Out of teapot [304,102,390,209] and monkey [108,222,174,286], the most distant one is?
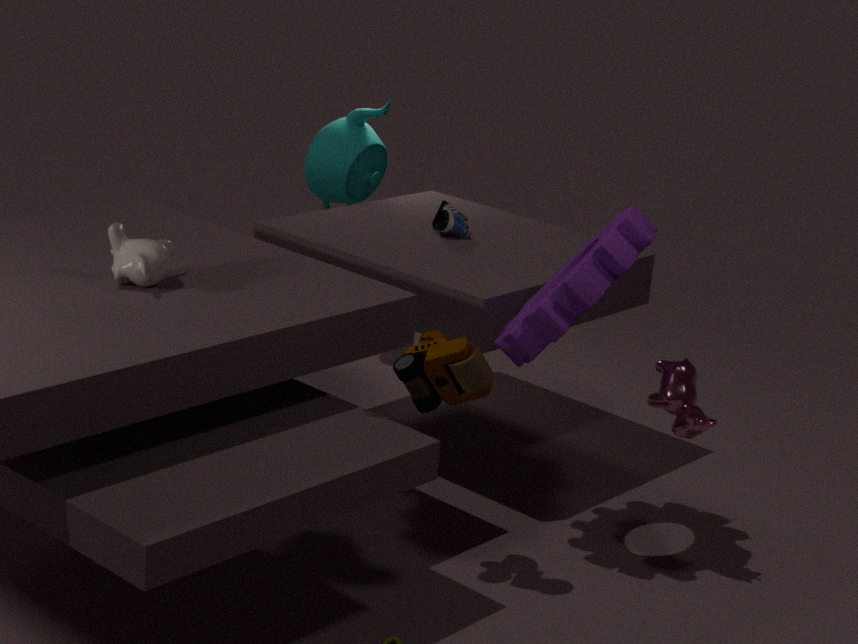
teapot [304,102,390,209]
